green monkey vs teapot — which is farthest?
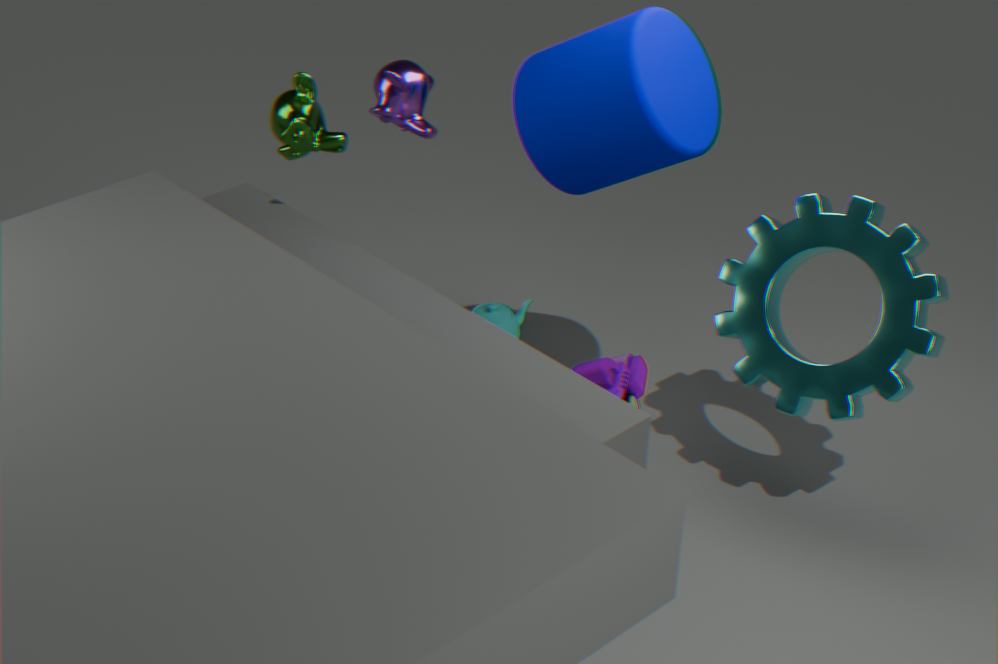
teapot
